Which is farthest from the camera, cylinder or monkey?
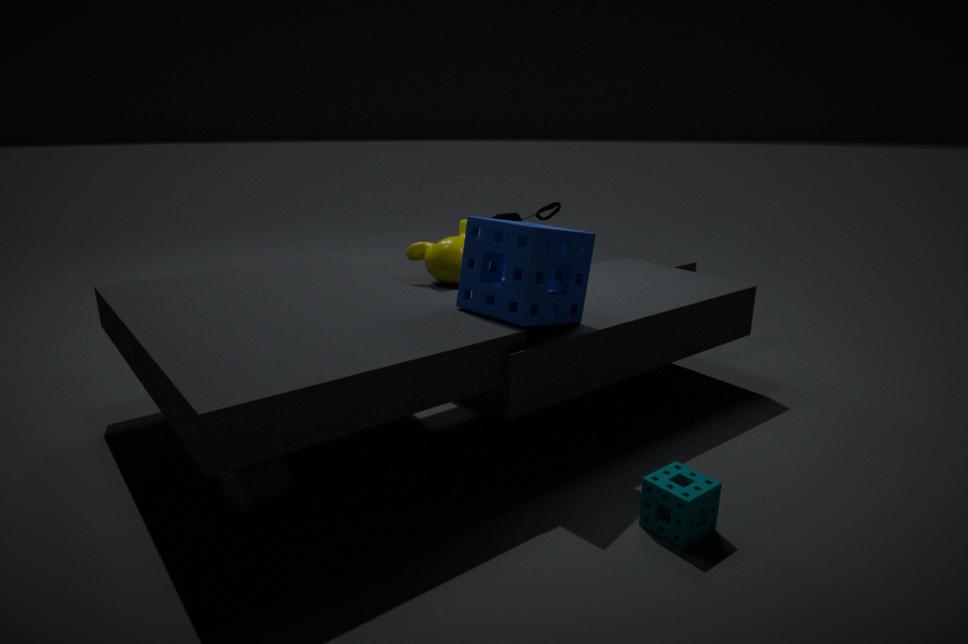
monkey
